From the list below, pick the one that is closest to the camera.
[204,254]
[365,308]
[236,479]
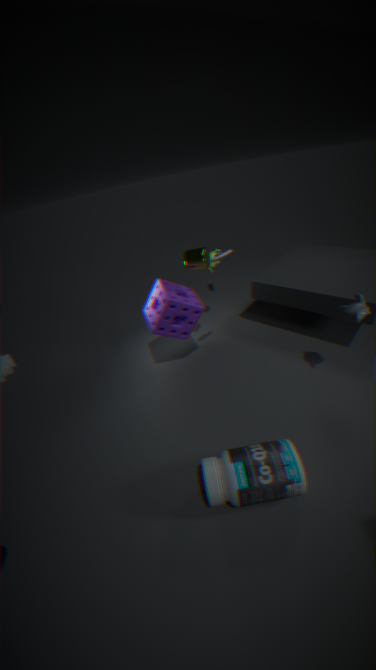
[236,479]
